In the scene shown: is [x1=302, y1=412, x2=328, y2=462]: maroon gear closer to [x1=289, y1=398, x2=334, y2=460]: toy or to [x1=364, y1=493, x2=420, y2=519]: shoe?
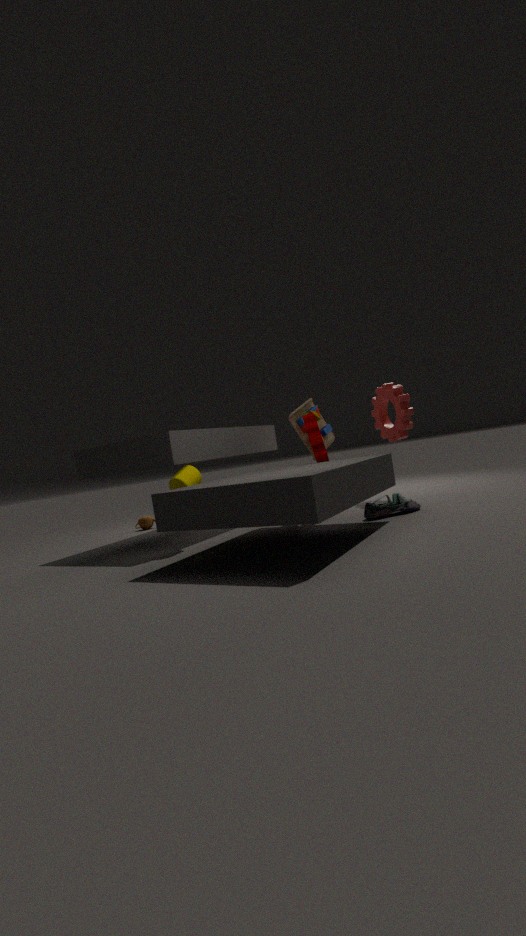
[x1=289, y1=398, x2=334, y2=460]: toy
